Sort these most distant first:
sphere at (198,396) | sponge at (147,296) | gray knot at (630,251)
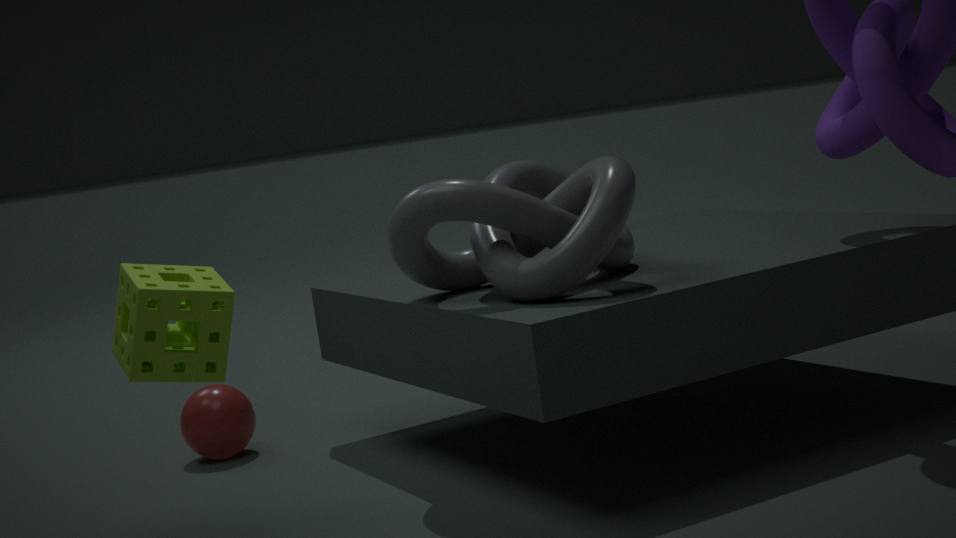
sphere at (198,396)
gray knot at (630,251)
sponge at (147,296)
